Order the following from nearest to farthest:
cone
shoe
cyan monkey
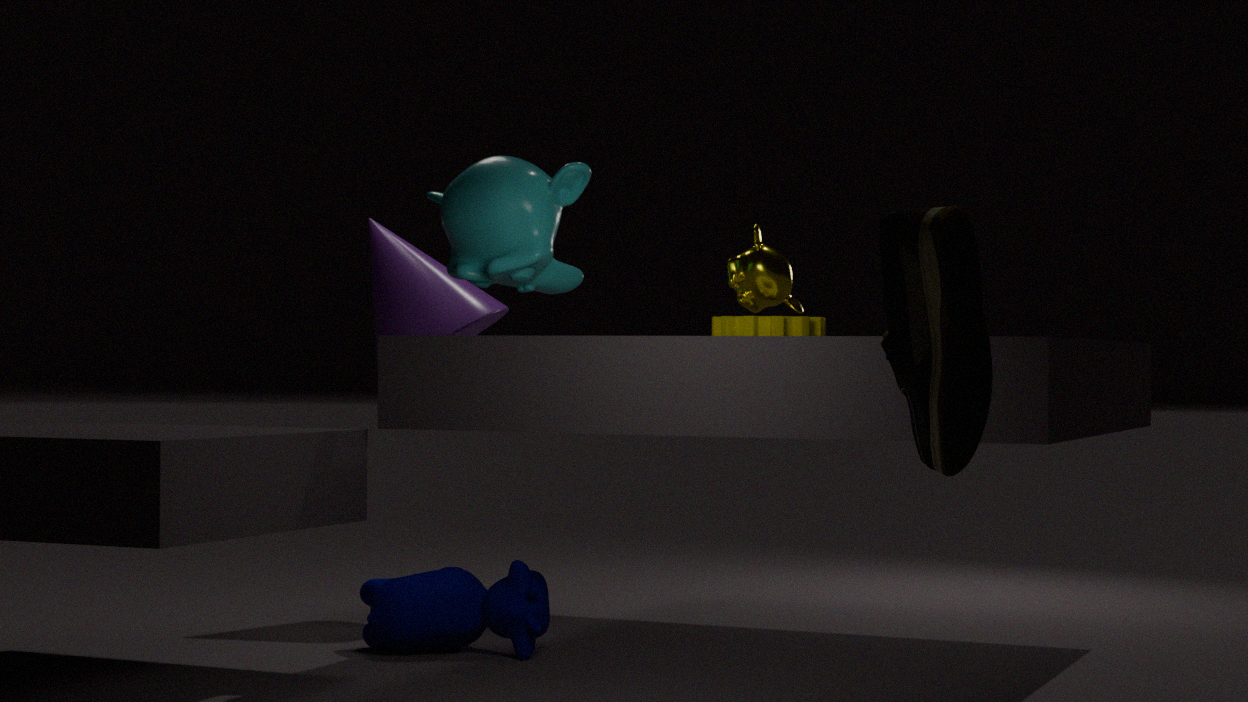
shoe
cyan monkey
cone
